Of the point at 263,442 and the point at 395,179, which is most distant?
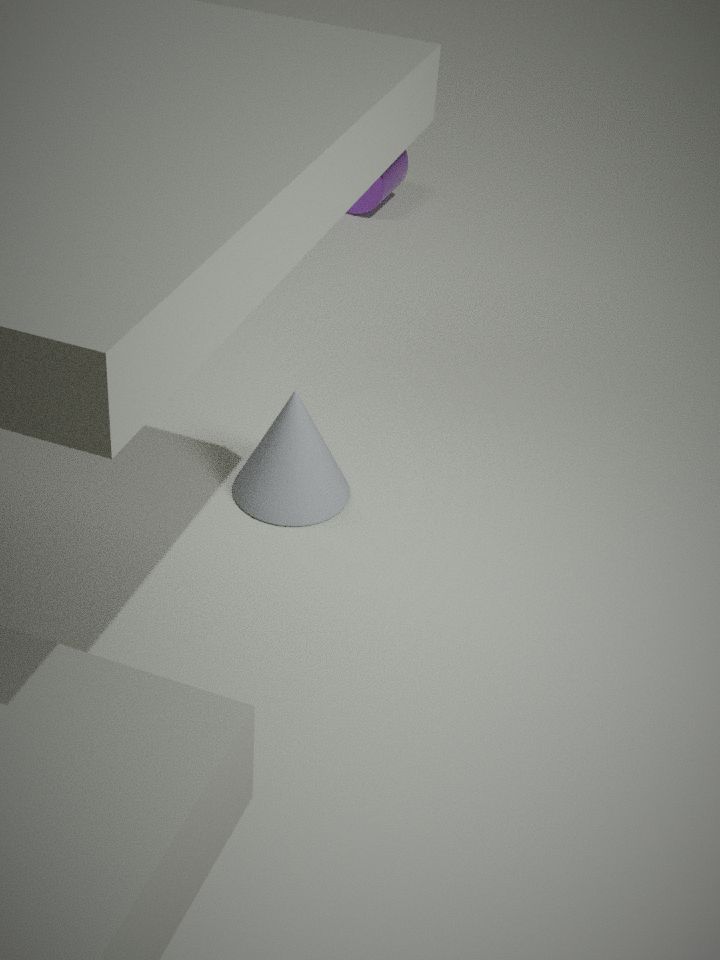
the point at 395,179
